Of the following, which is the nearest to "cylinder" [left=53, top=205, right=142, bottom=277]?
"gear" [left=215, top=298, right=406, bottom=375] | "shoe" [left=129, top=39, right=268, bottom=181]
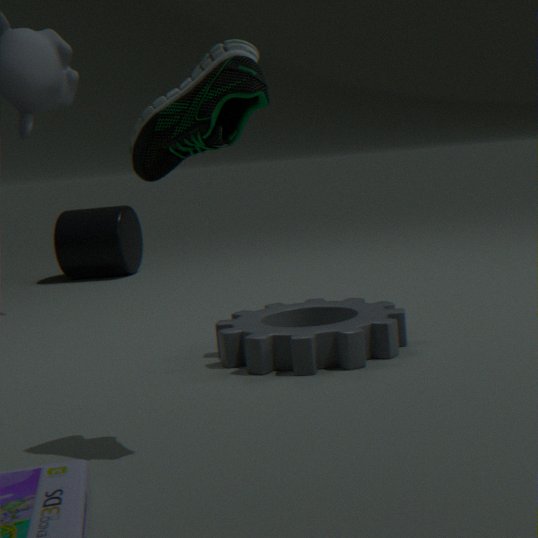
"gear" [left=215, top=298, right=406, bottom=375]
